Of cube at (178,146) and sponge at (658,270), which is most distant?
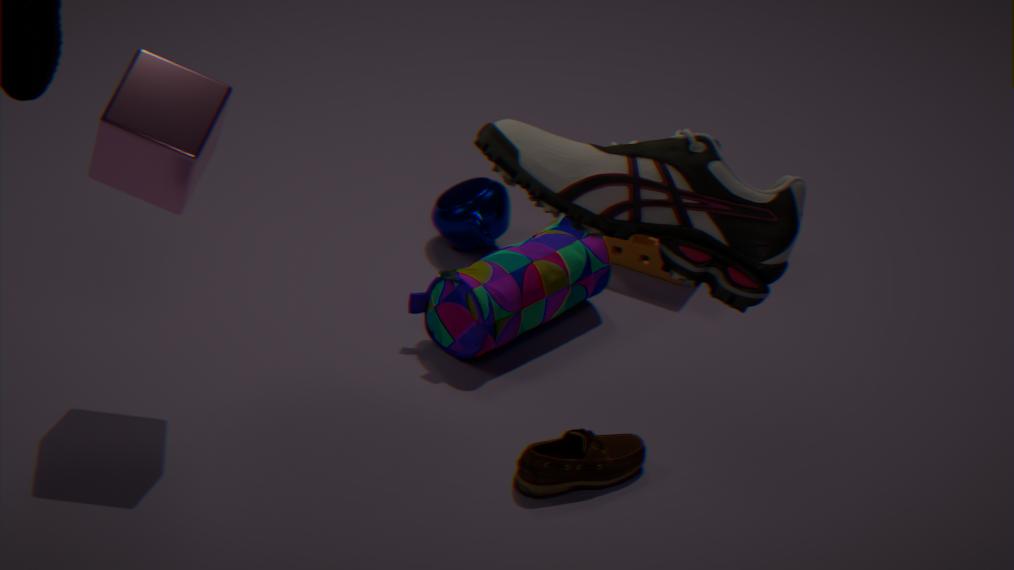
sponge at (658,270)
